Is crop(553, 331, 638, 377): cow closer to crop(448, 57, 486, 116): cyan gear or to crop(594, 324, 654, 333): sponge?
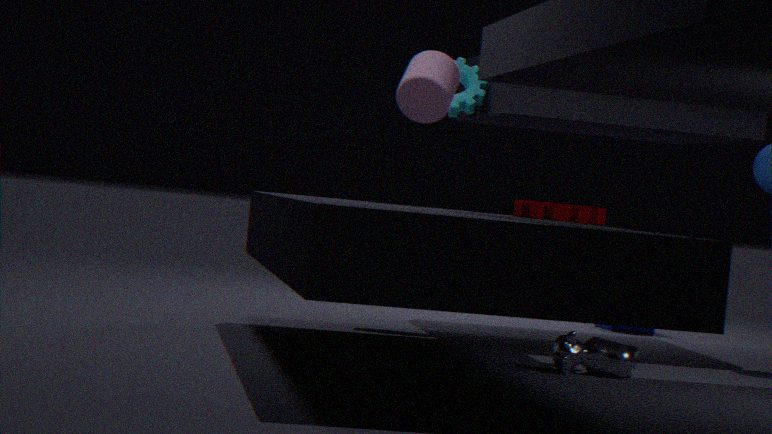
crop(448, 57, 486, 116): cyan gear
